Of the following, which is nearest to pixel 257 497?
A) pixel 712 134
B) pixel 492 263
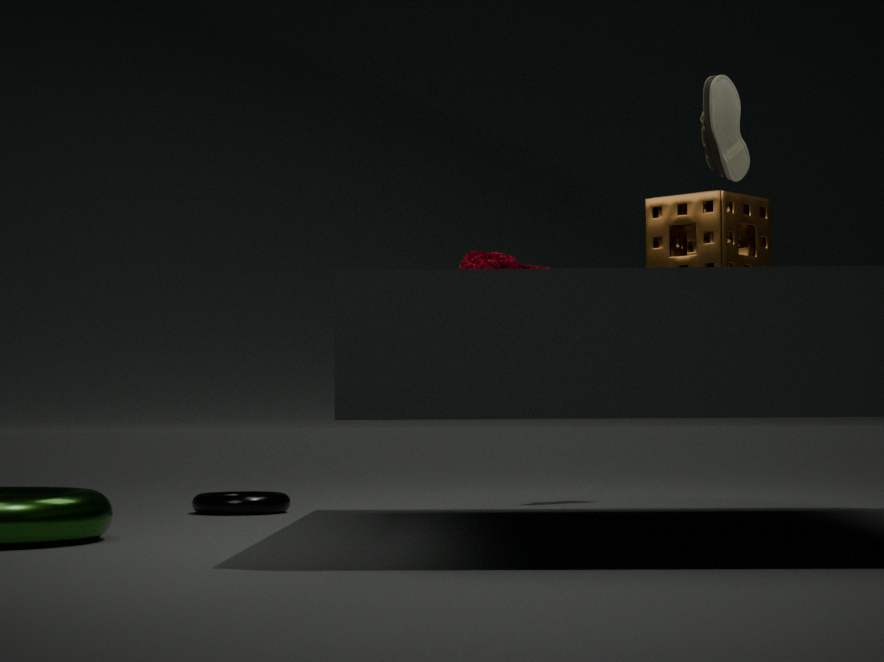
pixel 492 263
